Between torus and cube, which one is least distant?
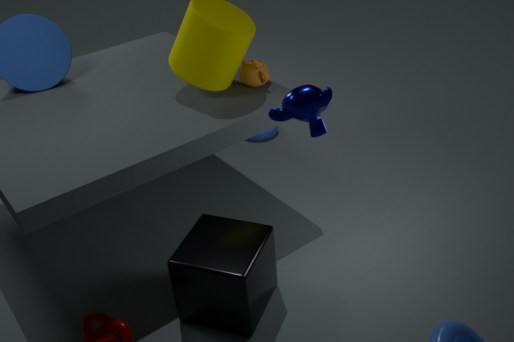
cube
